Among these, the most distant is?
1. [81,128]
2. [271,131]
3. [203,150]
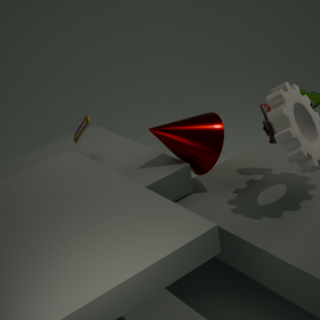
[81,128]
